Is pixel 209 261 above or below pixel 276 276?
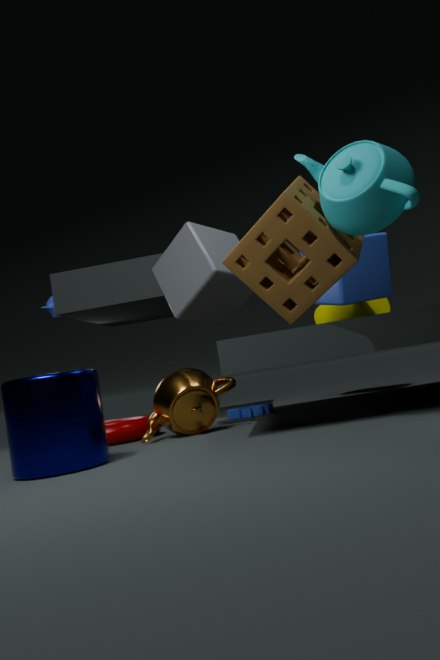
above
